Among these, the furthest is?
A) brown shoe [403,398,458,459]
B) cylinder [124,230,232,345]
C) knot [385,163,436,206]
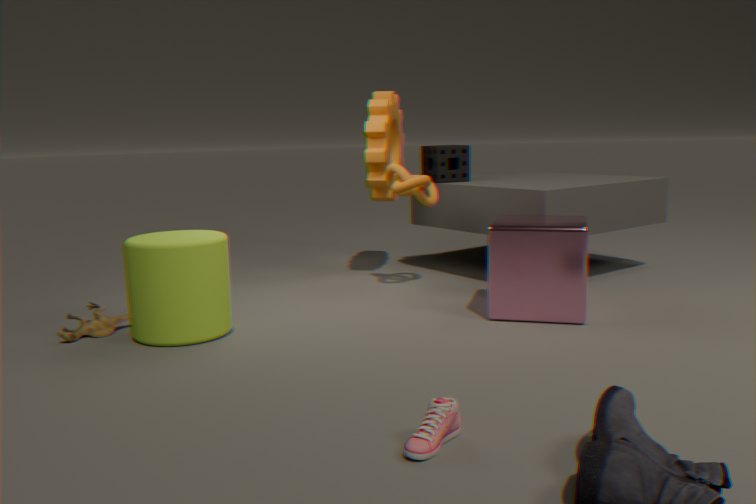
C. knot [385,163,436,206]
